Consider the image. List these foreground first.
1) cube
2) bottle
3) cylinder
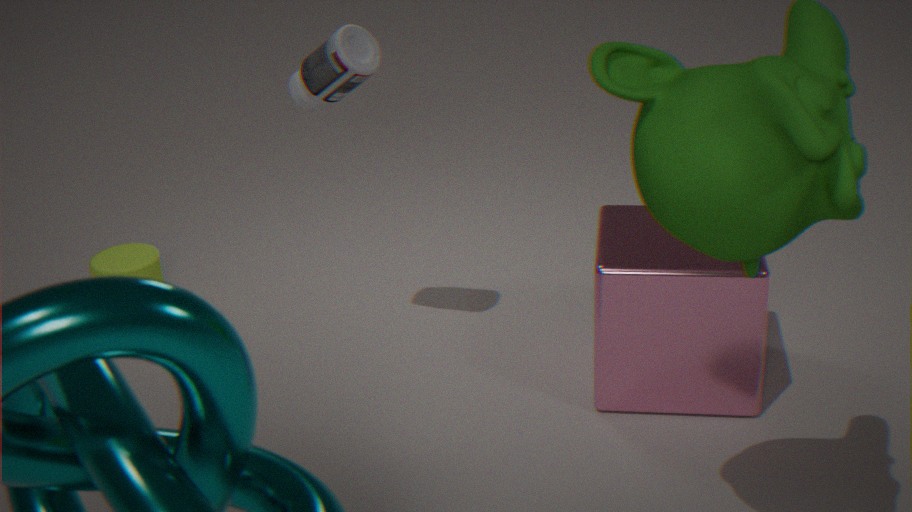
1. 1. cube
2. 2. bottle
3. 3. cylinder
